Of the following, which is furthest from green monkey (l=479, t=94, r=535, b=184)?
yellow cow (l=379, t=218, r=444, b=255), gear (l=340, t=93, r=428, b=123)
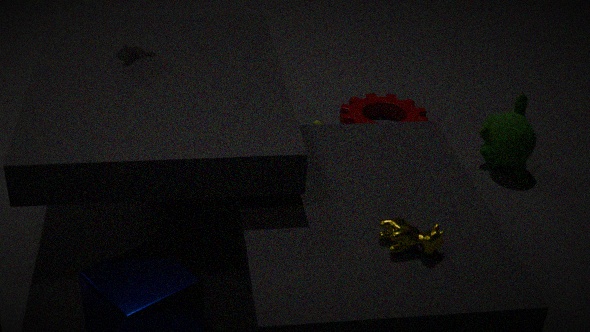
yellow cow (l=379, t=218, r=444, b=255)
